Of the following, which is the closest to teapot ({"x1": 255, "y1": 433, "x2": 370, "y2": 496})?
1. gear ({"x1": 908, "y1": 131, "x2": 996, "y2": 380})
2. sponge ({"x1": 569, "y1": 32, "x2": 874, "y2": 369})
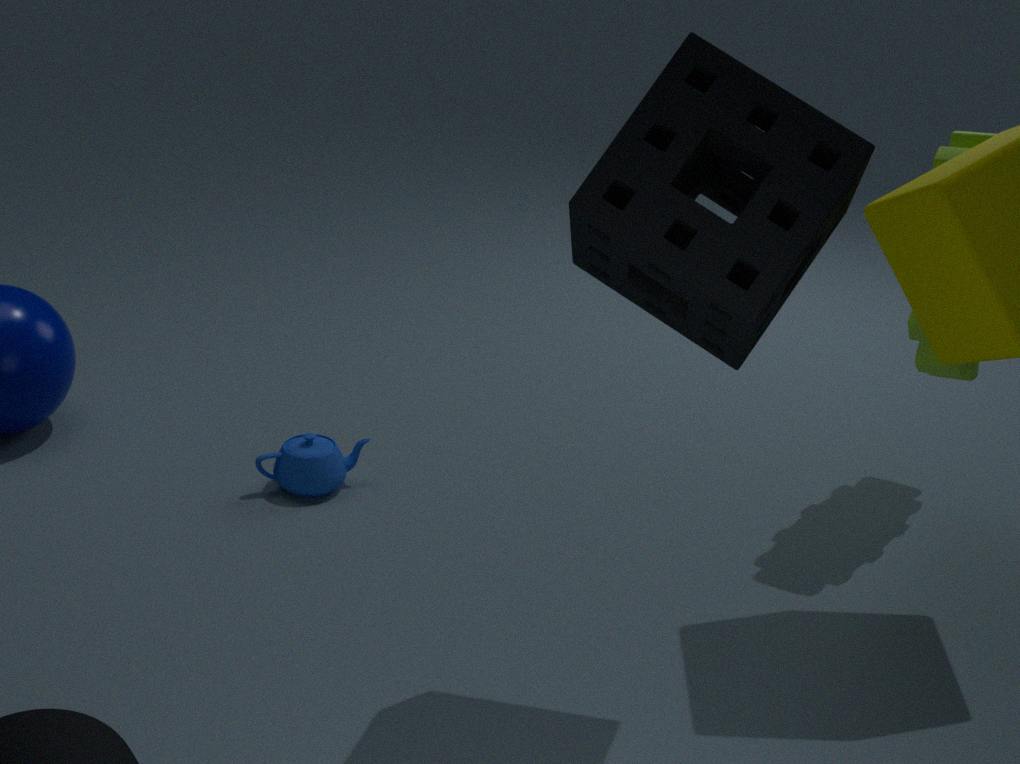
sponge ({"x1": 569, "y1": 32, "x2": 874, "y2": 369})
